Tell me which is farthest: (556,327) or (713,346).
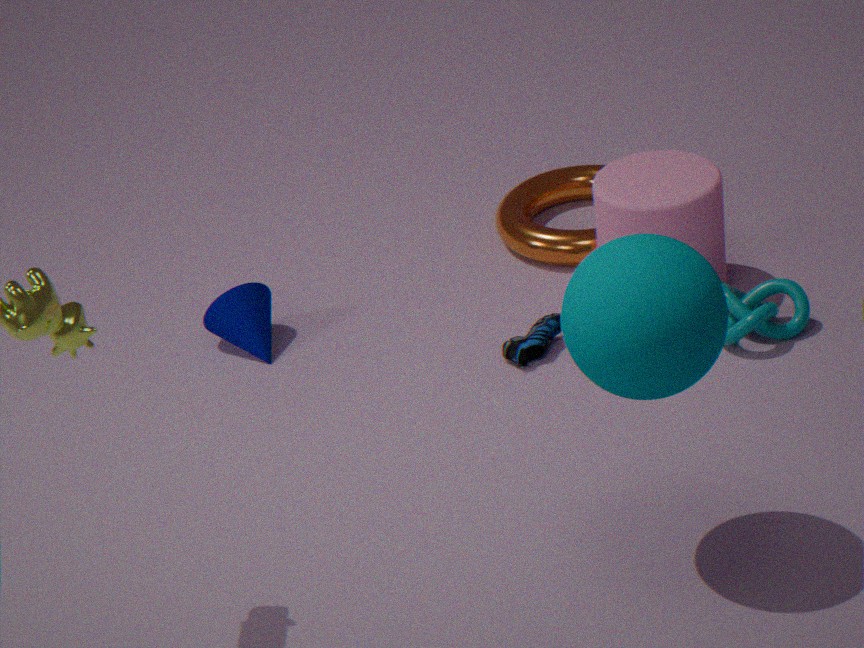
(556,327)
